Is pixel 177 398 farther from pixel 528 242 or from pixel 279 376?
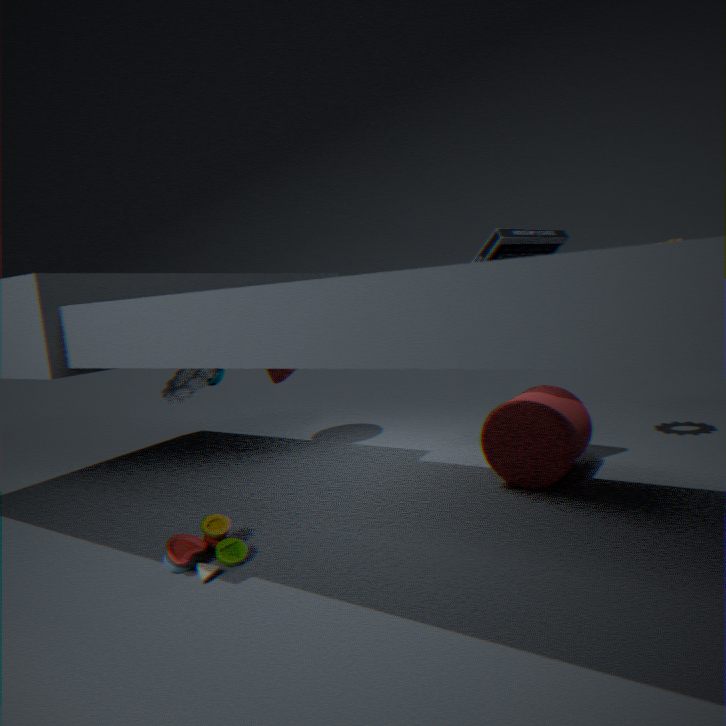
pixel 528 242
